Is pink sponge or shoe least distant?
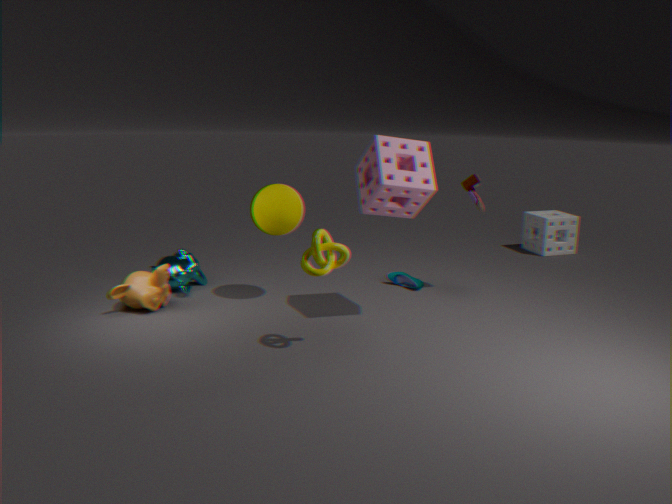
pink sponge
